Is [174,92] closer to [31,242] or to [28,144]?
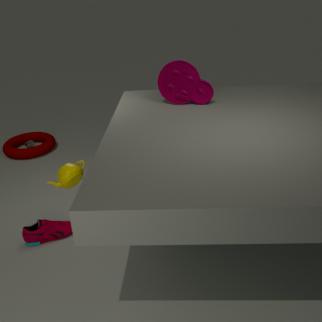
[31,242]
